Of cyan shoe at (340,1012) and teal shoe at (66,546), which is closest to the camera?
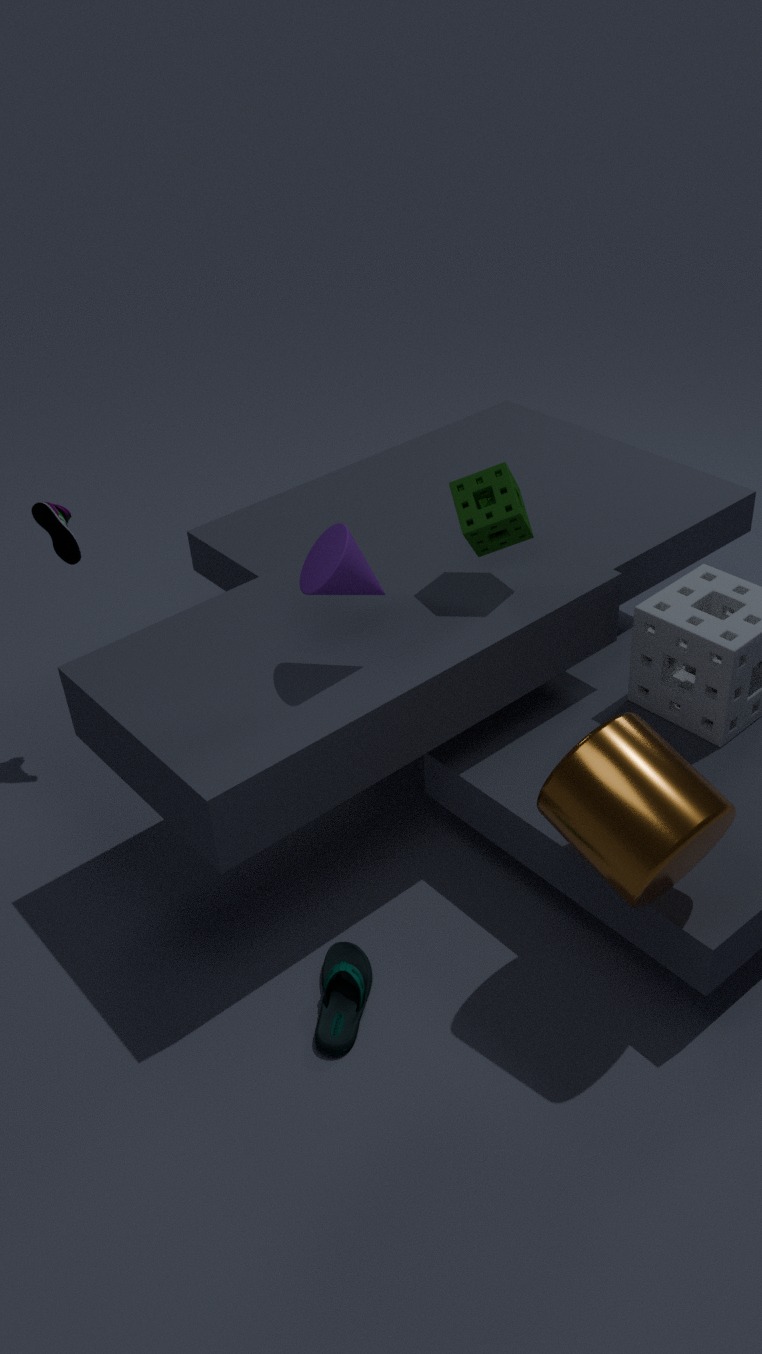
cyan shoe at (340,1012)
